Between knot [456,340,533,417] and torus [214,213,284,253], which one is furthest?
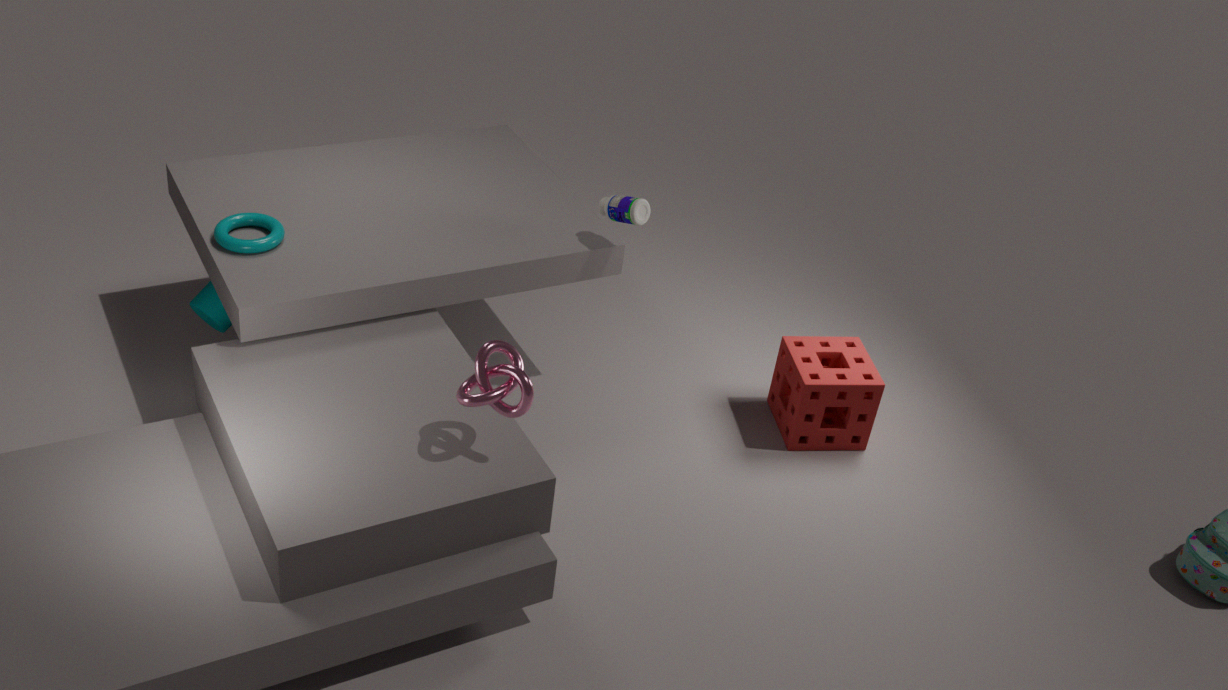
torus [214,213,284,253]
